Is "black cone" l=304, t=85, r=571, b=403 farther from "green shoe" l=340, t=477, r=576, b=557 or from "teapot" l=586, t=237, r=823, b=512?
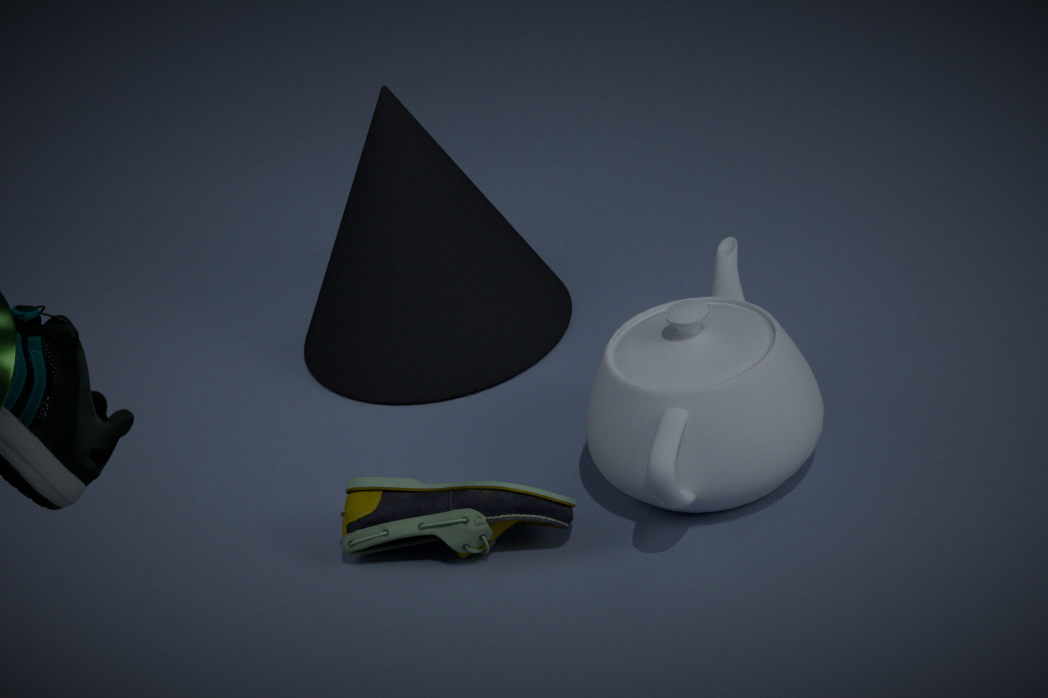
"green shoe" l=340, t=477, r=576, b=557
